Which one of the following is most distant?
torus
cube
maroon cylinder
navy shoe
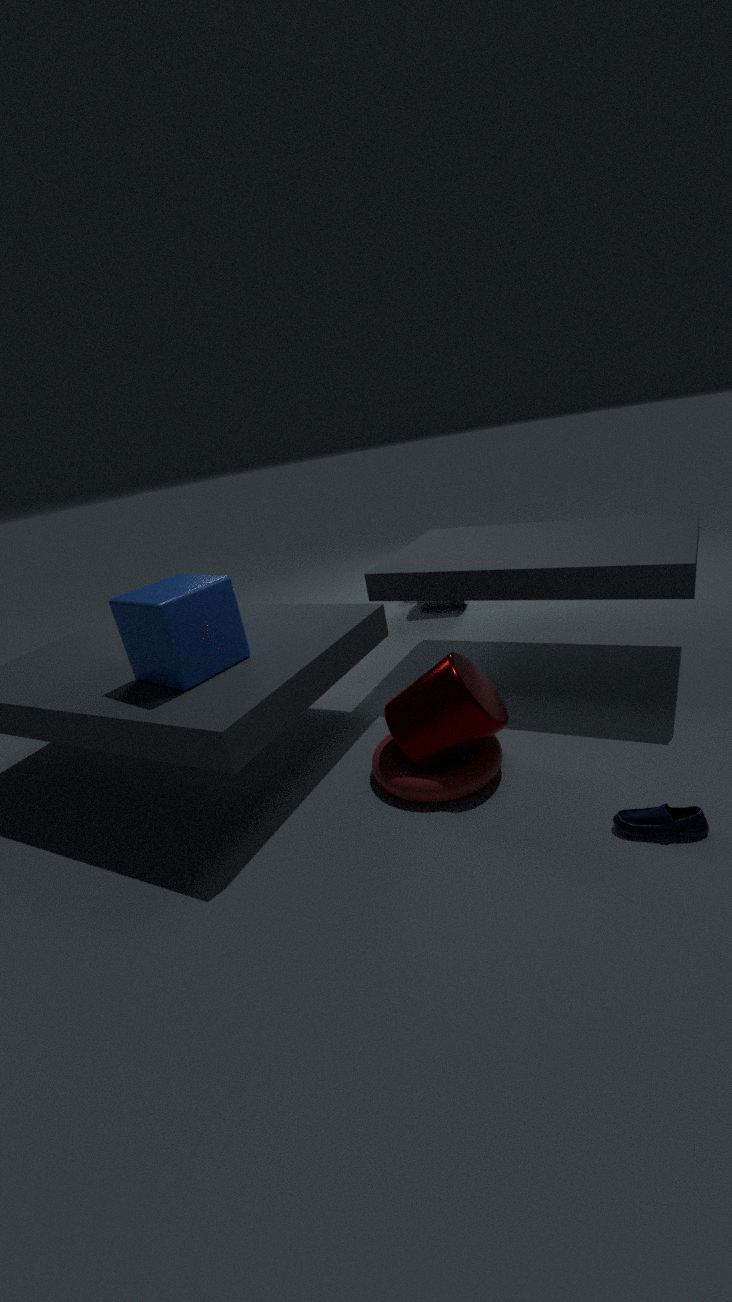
cube
